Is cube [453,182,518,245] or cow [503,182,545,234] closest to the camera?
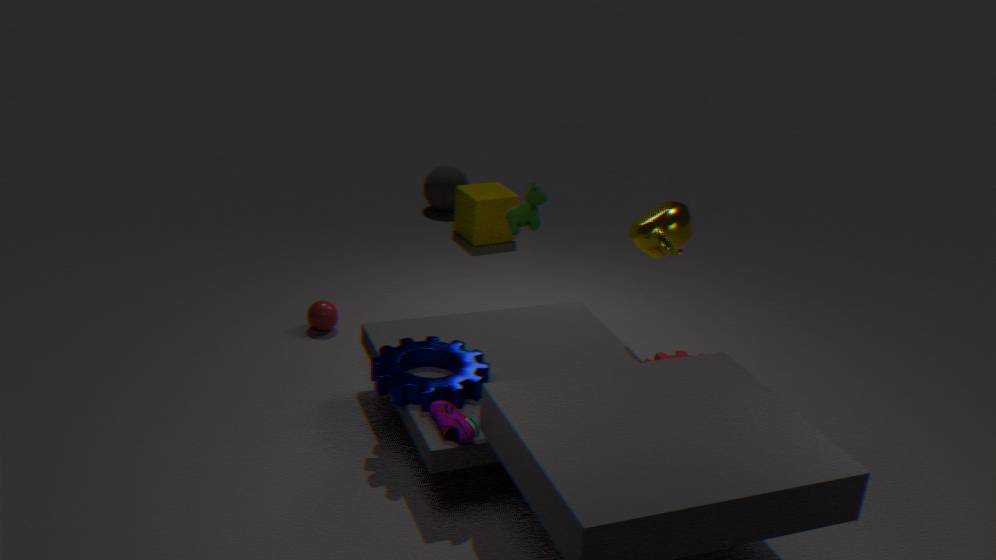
cow [503,182,545,234]
